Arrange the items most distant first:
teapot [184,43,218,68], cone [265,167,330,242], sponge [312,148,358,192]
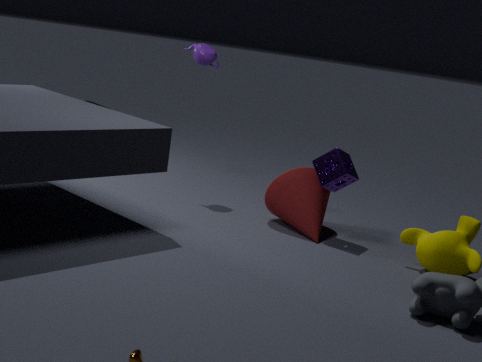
teapot [184,43,218,68] → cone [265,167,330,242] → sponge [312,148,358,192]
